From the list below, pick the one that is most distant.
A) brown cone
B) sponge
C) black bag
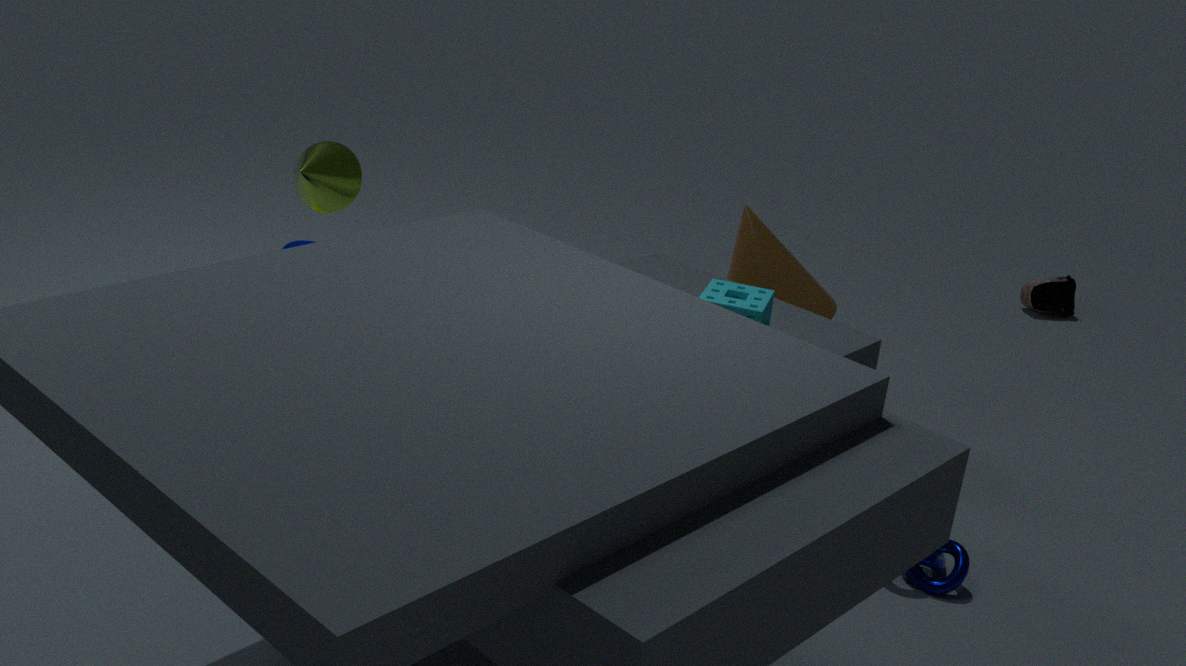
C. black bag
